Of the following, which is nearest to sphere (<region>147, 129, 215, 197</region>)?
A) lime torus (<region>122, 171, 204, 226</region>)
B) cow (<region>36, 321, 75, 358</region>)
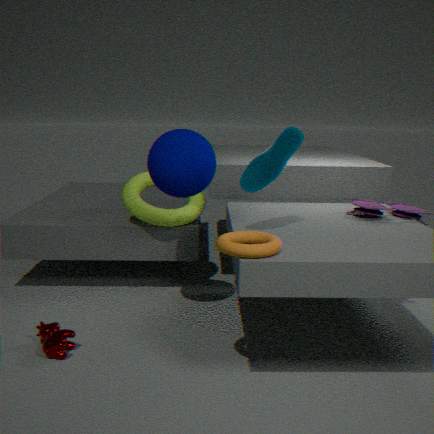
lime torus (<region>122, 171, 204, 226</region>)
